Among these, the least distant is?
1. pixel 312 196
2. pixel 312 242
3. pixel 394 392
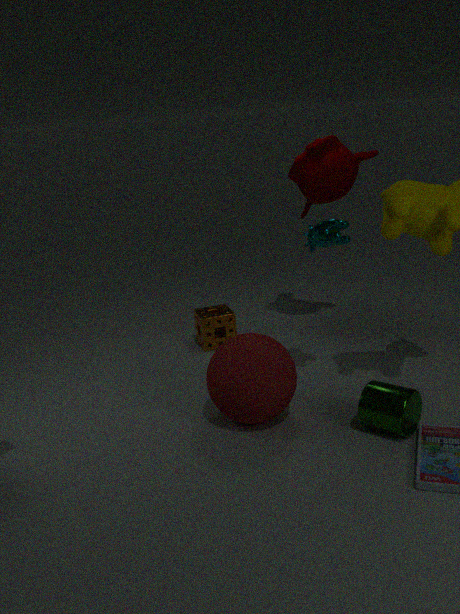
pixel 394 392
